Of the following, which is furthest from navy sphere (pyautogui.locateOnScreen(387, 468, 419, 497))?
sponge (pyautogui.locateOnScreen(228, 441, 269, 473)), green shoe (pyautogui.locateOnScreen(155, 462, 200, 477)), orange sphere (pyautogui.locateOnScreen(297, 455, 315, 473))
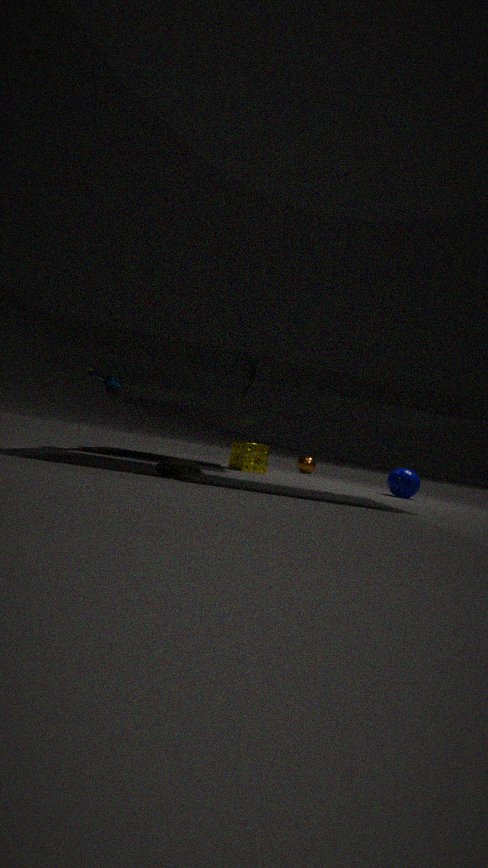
green shoe (pyautogui.locateOnScreen(155, 462, 200, 477))
